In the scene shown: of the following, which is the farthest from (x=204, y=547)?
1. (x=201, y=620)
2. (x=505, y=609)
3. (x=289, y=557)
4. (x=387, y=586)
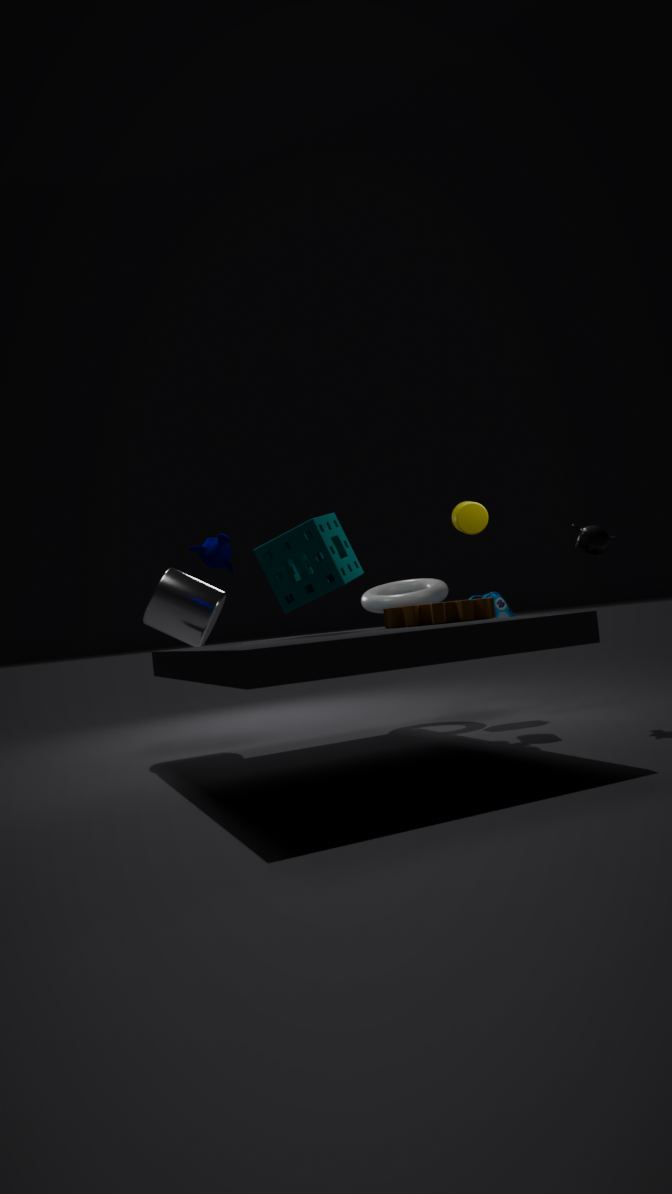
(x=505, y=609)
